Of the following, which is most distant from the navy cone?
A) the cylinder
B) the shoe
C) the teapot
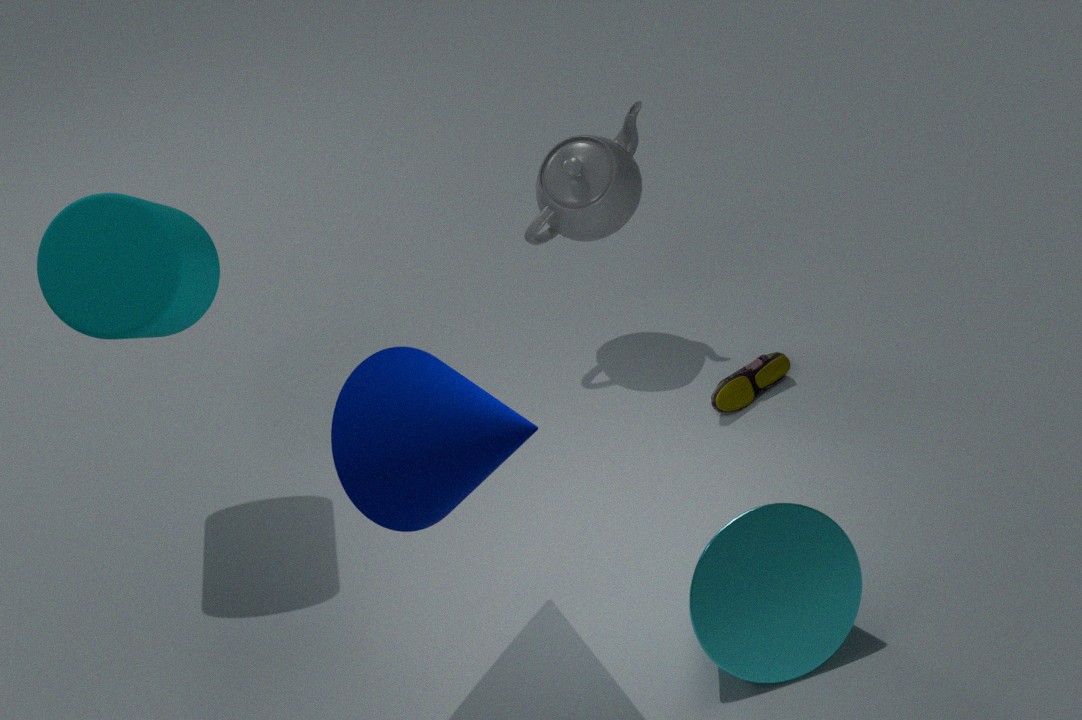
the shoe
